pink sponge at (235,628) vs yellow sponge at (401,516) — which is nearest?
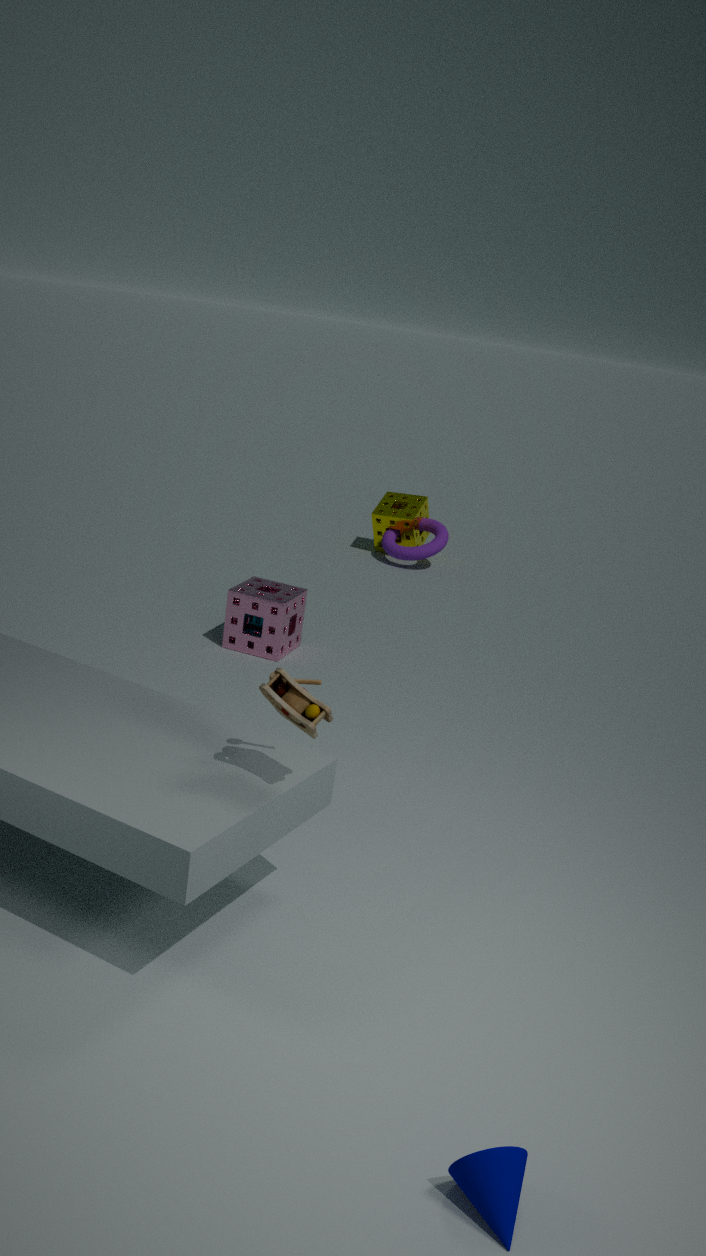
pink sponge at (235,628)
